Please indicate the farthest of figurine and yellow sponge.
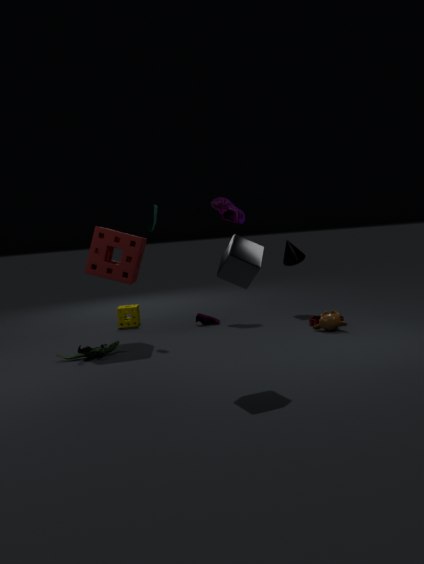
yellow sponge
